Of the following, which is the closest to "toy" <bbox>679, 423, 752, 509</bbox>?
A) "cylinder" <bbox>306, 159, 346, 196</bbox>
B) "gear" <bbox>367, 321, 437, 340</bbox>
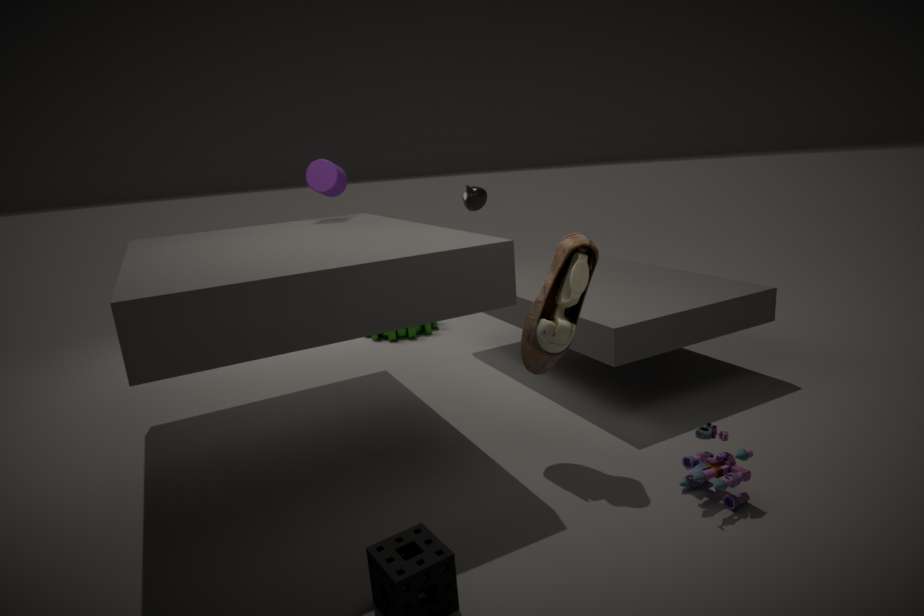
"cylinder" <bbox>306, 159, 346, 196</bbox>
